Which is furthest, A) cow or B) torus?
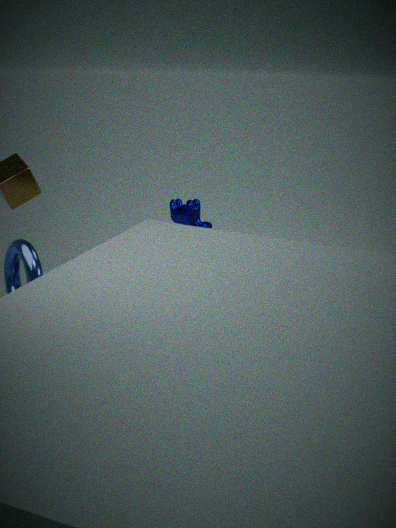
A. cow
